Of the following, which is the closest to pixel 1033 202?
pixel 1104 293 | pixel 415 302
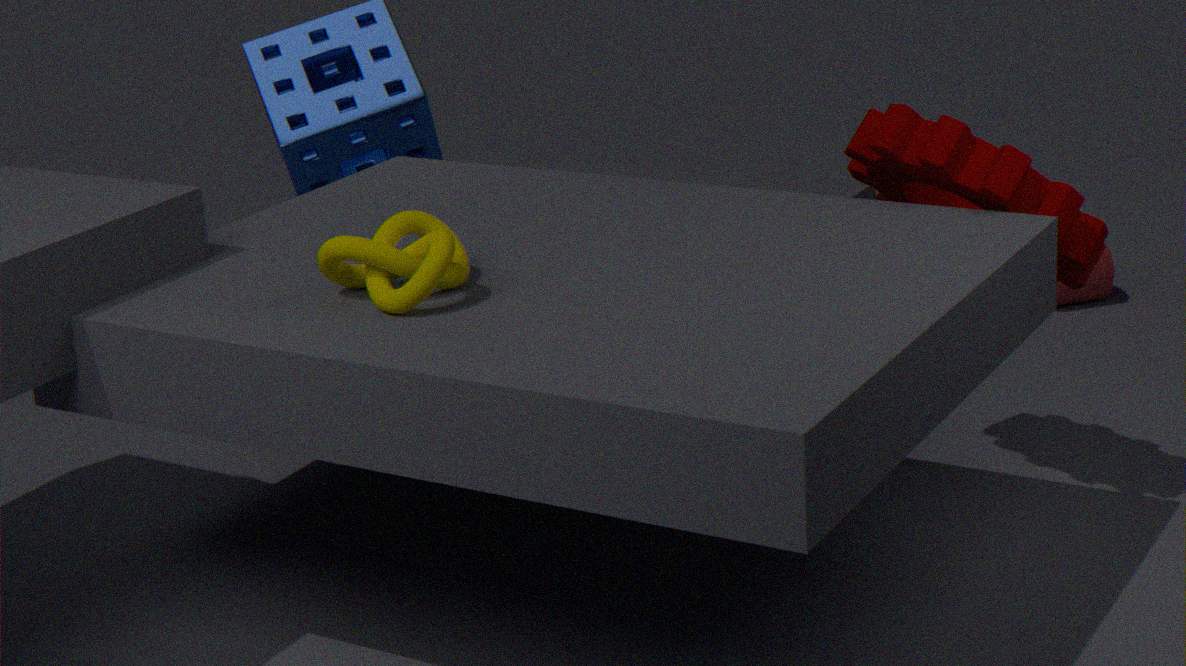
pixel 415 302
